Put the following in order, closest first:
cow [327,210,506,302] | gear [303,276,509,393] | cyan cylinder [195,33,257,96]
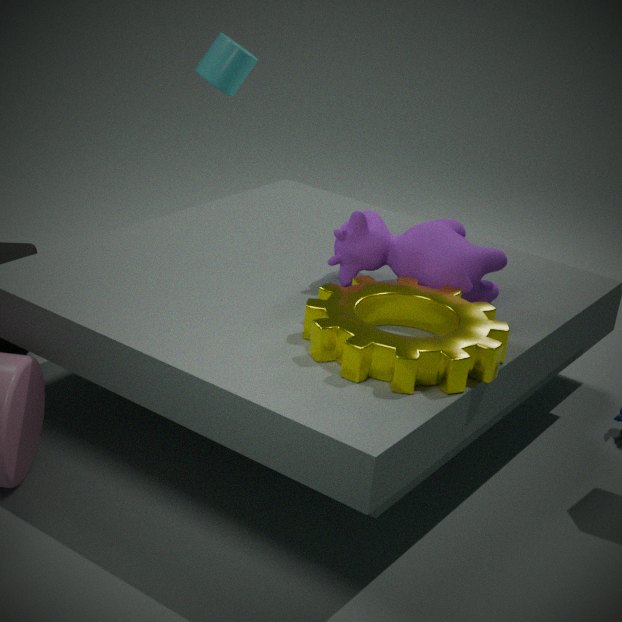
gear [303,276,509,393]
cow [327,210,506,302]
cyan cylinder [195,33,257,96]
